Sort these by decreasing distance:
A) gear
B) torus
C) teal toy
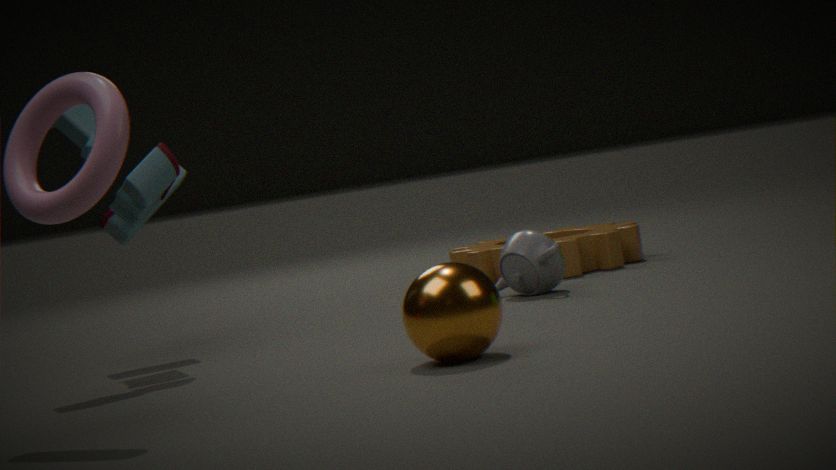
gear → teal toy → torus
